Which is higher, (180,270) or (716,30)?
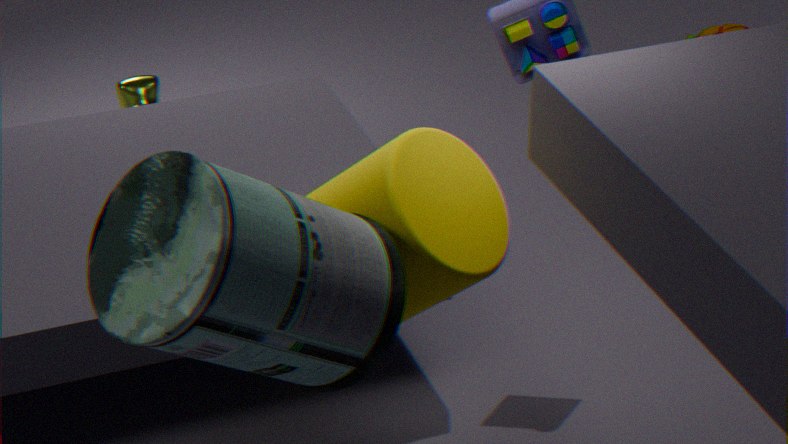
(180,270)
